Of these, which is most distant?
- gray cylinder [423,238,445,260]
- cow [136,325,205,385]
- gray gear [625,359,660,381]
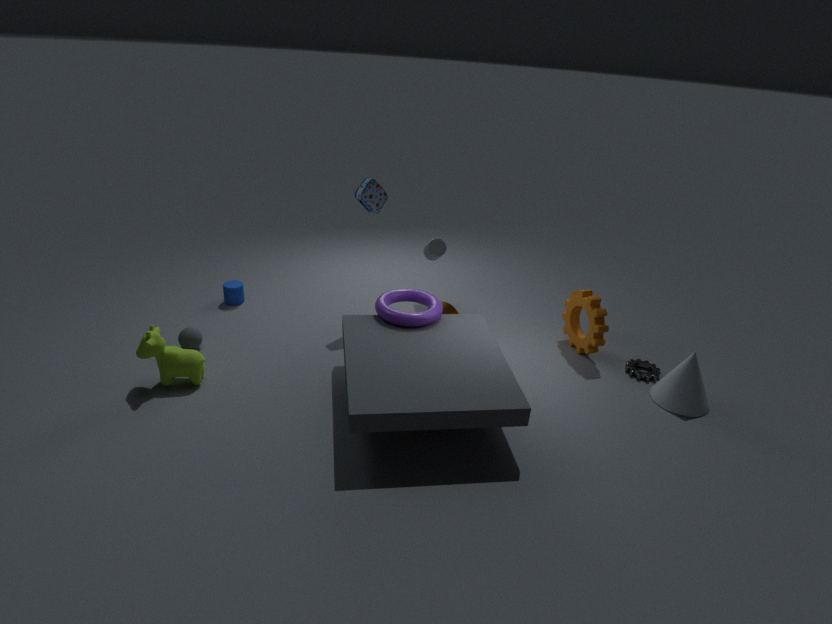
gray cylinder [423,238,445,260]
